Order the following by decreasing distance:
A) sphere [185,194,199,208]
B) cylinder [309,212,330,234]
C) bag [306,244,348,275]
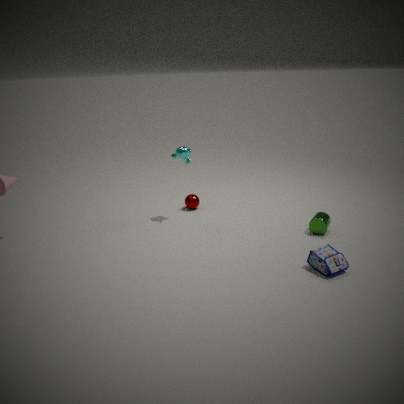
1. sphere [185,194,199,208]
2. cylinder [309,212,330,234]
3. bag [306,244,348,275]
